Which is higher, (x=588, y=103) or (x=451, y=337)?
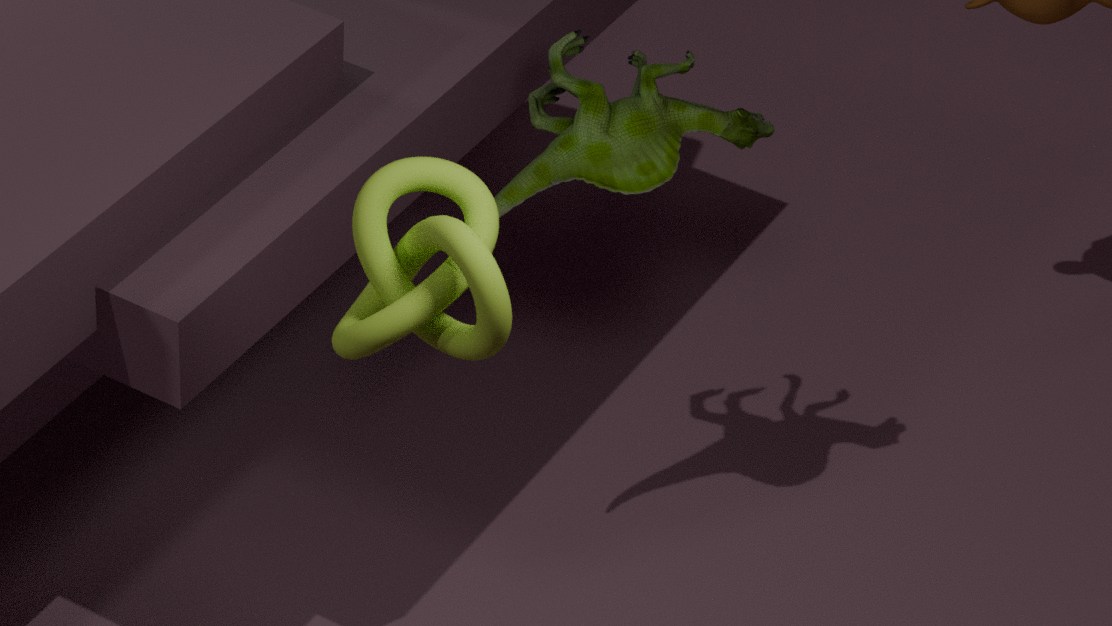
(x=451, y=337)
